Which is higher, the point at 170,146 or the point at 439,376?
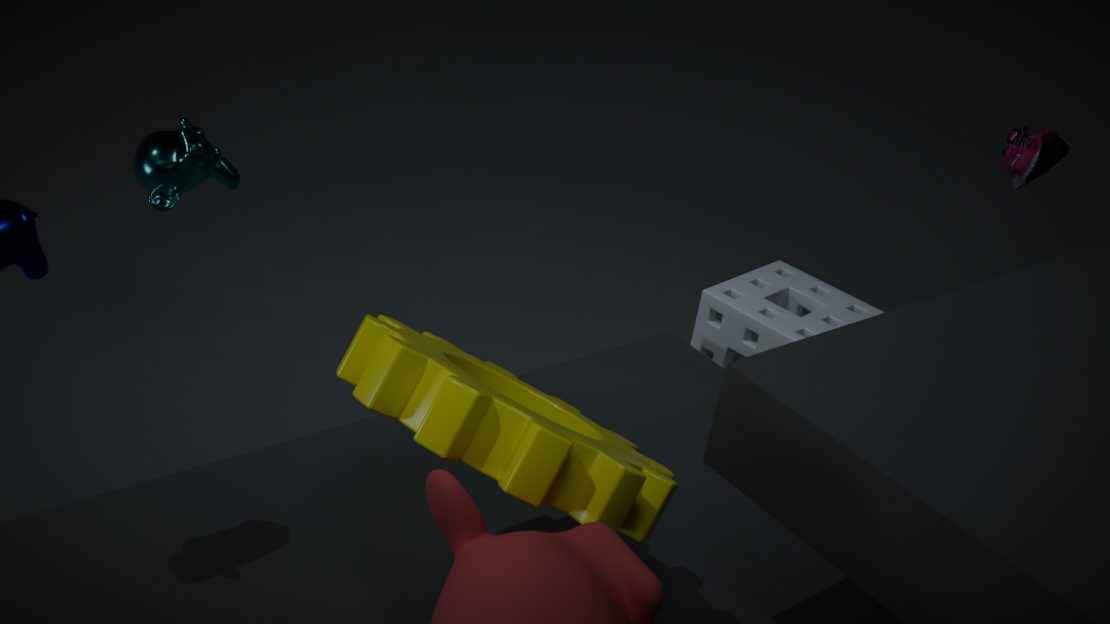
the point at 170,146
